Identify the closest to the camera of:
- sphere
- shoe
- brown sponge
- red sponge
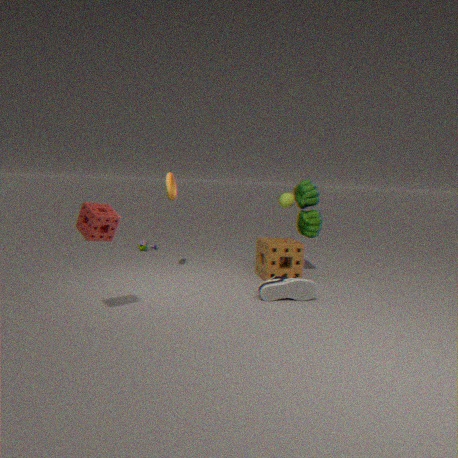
red sponge
